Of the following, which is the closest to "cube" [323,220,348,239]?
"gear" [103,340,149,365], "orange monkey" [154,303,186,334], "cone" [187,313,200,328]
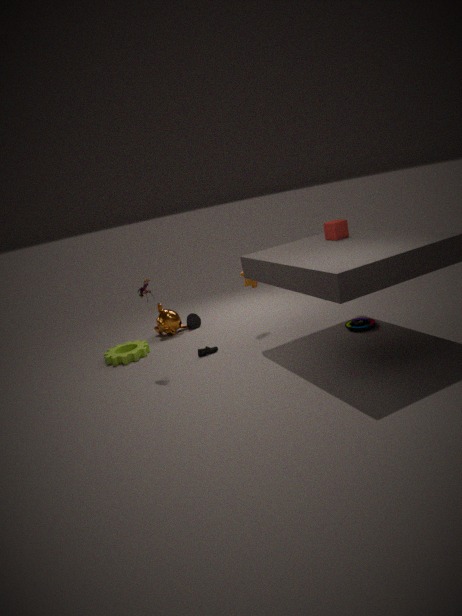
"cone" [187,313,200,328]
